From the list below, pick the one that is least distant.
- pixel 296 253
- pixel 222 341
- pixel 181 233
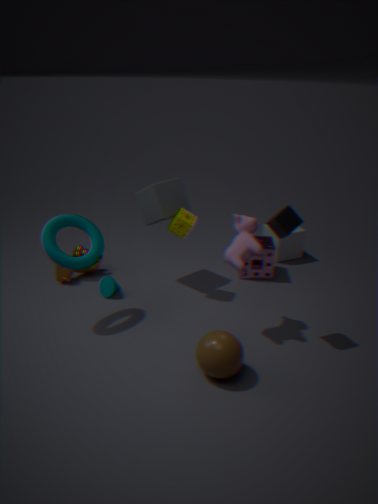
pixel 222 341
